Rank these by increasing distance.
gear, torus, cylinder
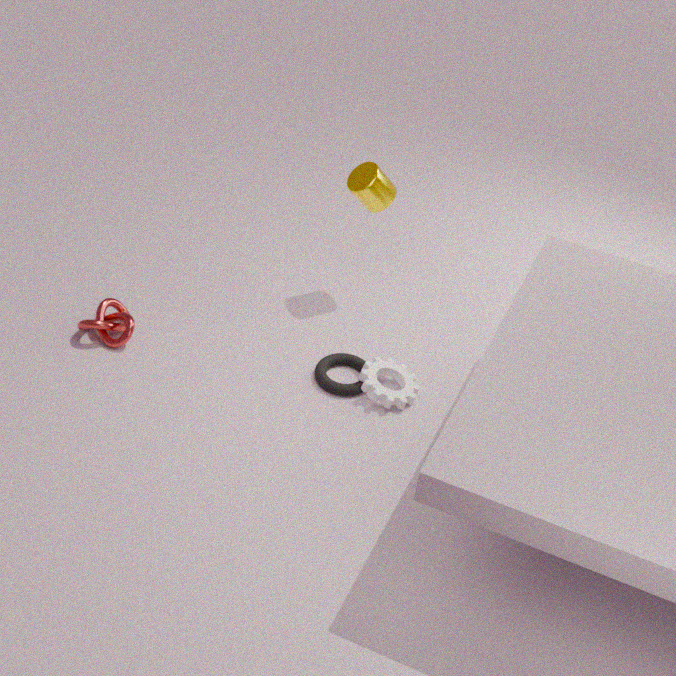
gear
torus
cylinder
